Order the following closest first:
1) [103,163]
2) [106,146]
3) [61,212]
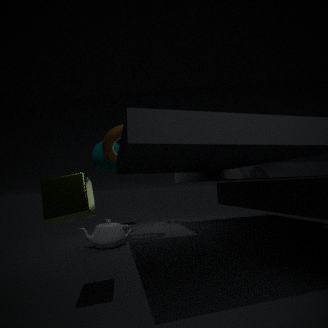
3. [61,212], 2. [106,146], 1. [103,163]
